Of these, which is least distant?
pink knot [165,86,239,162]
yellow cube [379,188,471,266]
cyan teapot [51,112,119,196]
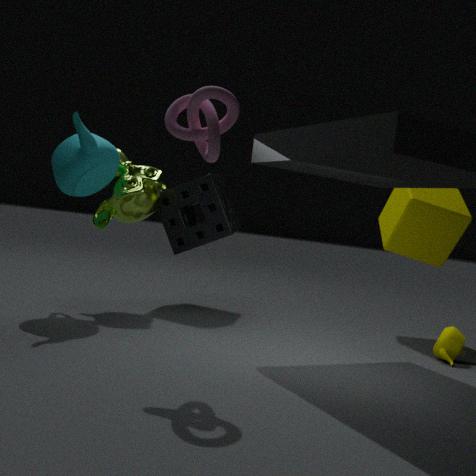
pink knot [165,86,239,162]
